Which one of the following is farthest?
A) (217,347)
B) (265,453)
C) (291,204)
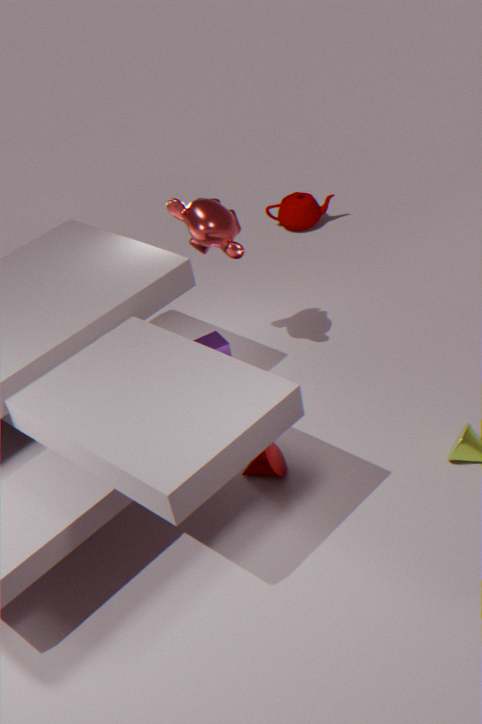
(291,204)
